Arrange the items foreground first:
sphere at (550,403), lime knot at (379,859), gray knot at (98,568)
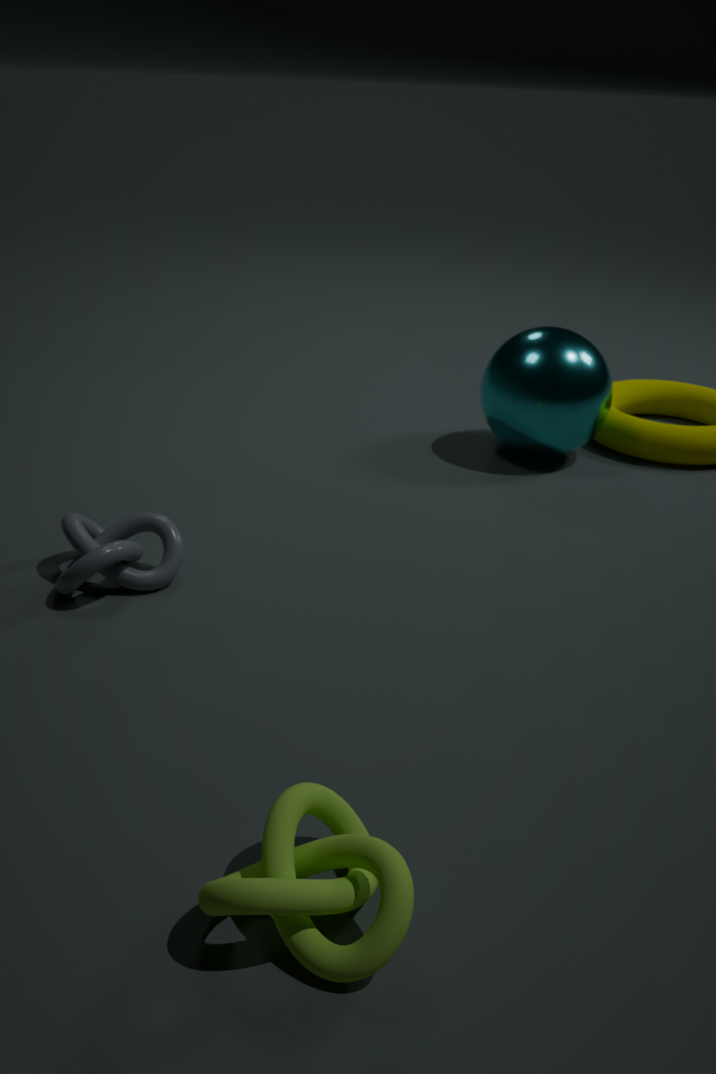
lime knot at (379,859) < gray knot at (98,568) < sphere at (550,403)
